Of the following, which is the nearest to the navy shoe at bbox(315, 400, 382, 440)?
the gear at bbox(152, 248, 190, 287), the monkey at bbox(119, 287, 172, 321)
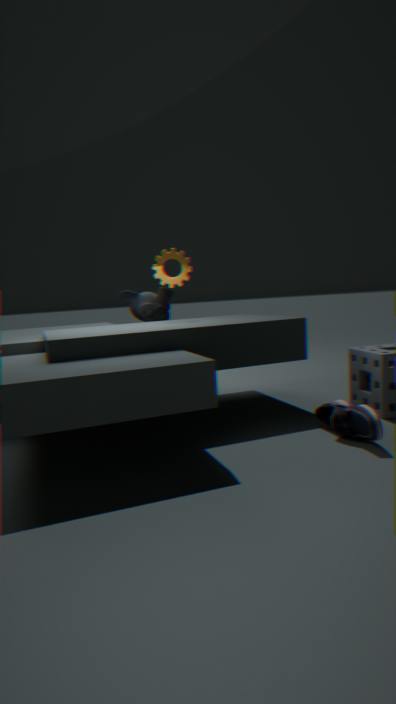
the gear at bbox(152, 248, 190, 287)
